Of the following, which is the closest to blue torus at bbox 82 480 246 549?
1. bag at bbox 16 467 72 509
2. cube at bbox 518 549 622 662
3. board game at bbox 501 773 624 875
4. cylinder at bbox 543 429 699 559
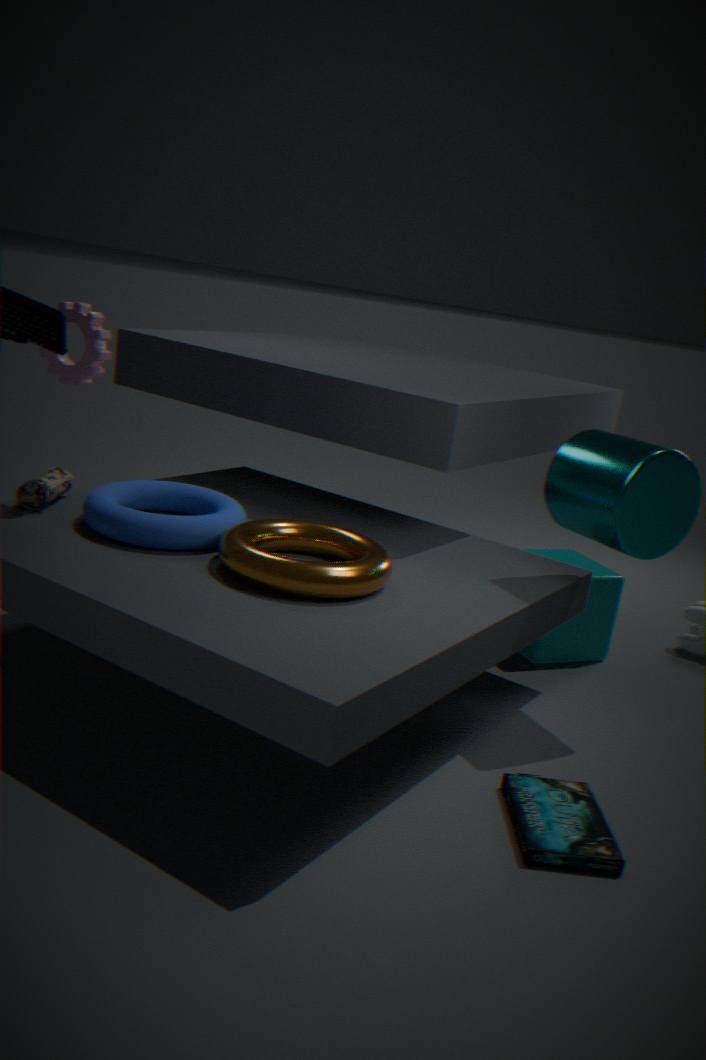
bag at bbox 16 467 72 509
